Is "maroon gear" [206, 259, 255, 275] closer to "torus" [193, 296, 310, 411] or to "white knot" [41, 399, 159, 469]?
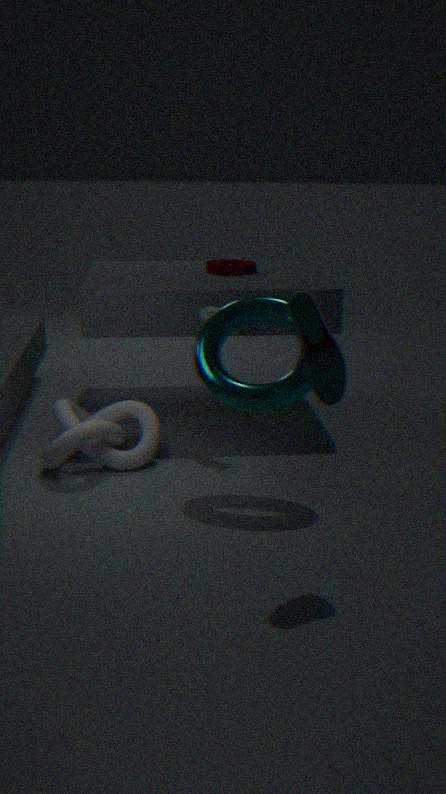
"torus" [193, 296, 310, 411]
